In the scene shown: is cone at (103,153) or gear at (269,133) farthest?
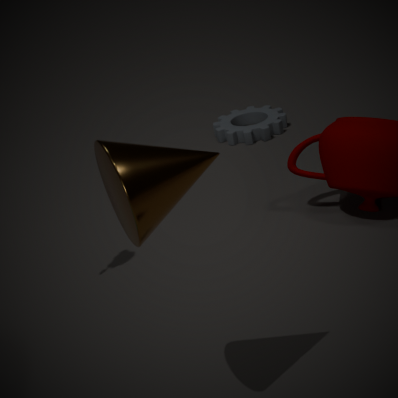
gear at (269,133)
